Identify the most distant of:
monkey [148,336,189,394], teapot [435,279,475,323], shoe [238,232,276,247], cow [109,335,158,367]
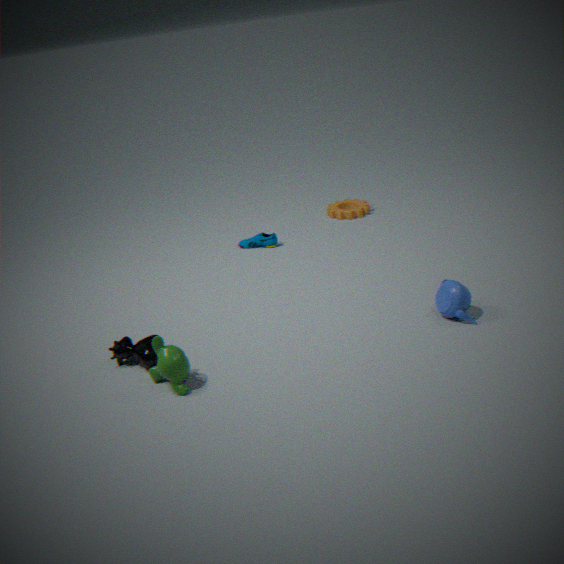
shoe [238,232,276,247]
